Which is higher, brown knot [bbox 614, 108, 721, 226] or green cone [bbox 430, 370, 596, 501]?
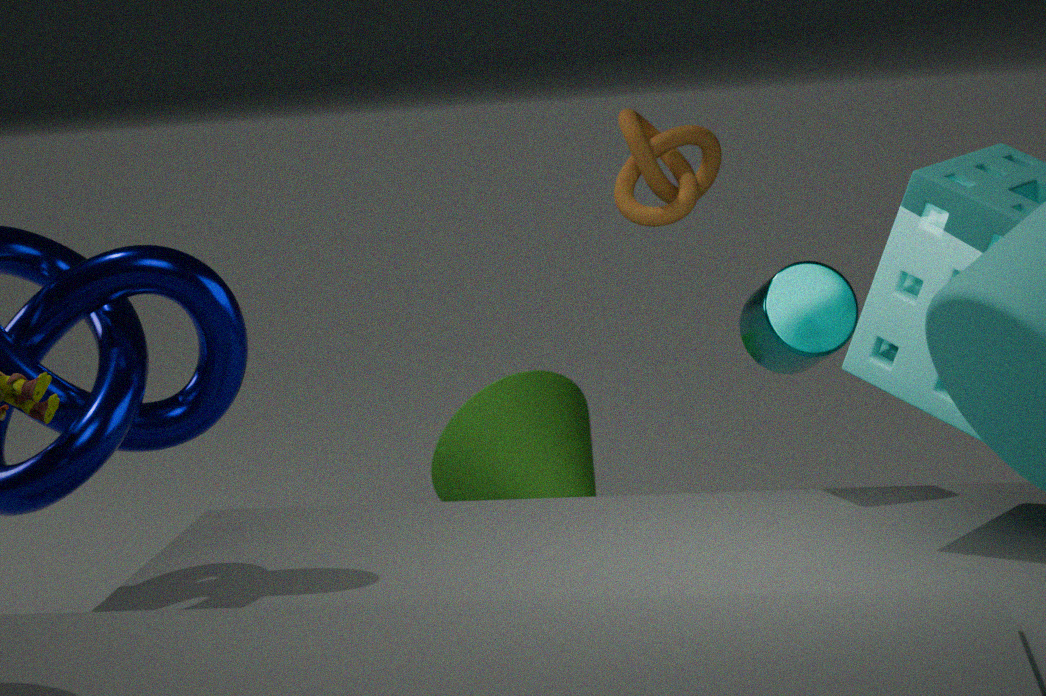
brown knot [bbox 614, 108, 721, 226]
